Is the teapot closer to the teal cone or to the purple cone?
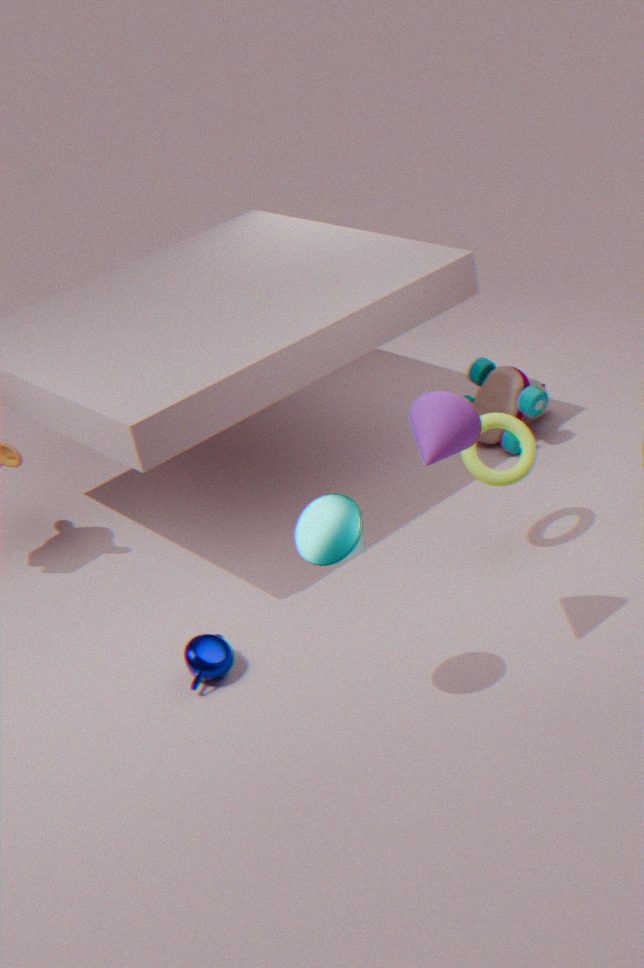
the teal cone
